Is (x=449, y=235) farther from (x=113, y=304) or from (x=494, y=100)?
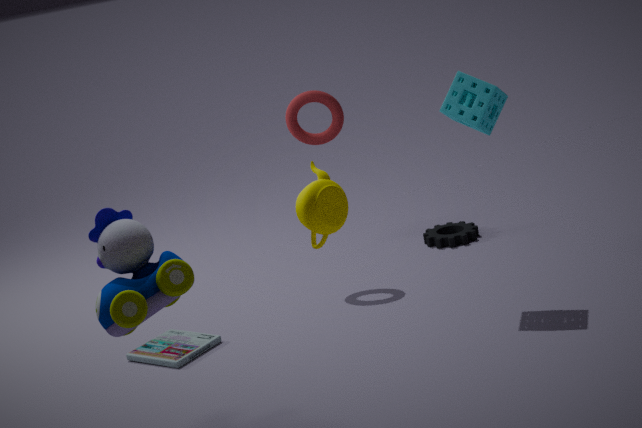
(x=113, y=304)
